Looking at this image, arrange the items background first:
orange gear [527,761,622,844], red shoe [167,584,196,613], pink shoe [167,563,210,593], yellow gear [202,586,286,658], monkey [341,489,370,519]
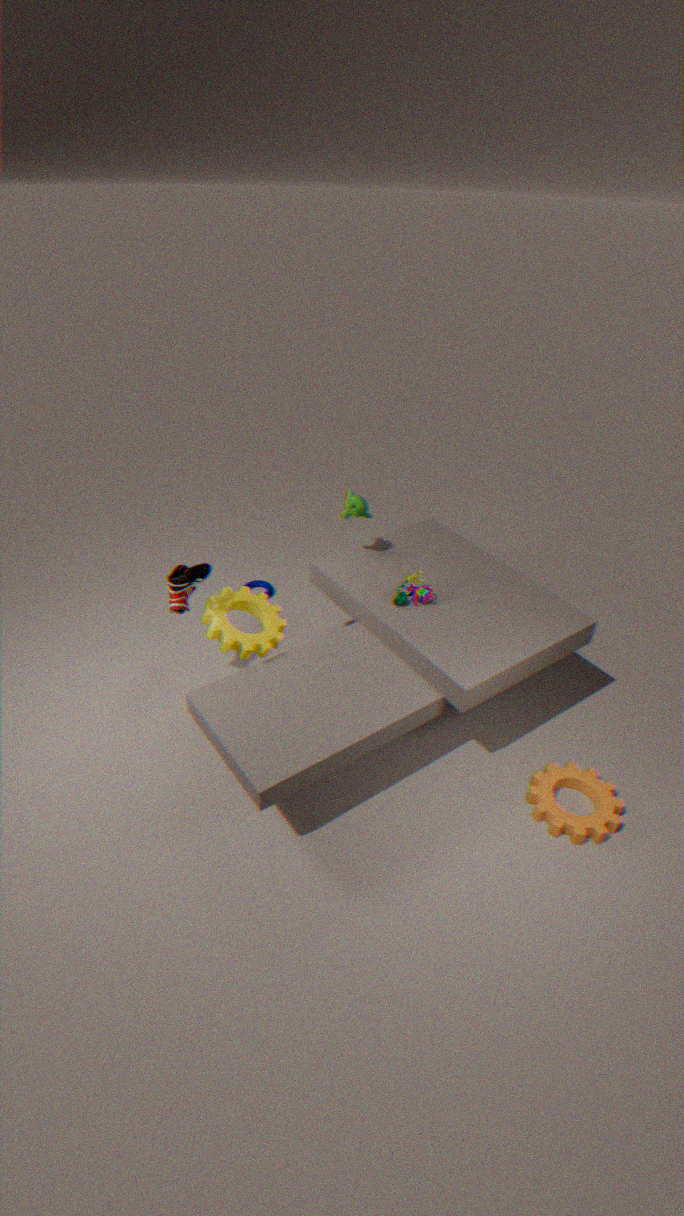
monkey [341,489,370,519] < red shoe [167,584,196,613] < yellow gear [202,586,286,658] < pink shoe [167,563,210,593] < orange gear [527,761,622,844]
